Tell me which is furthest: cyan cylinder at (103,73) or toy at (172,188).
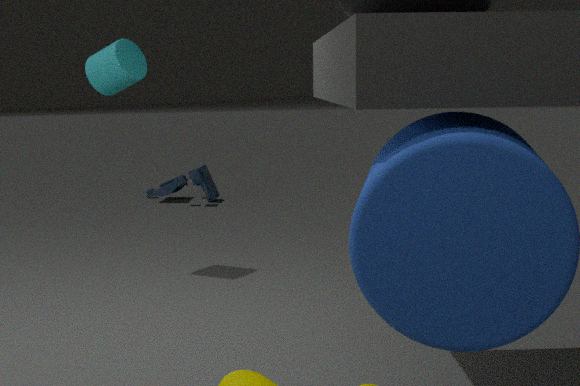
toy at (172,188)
